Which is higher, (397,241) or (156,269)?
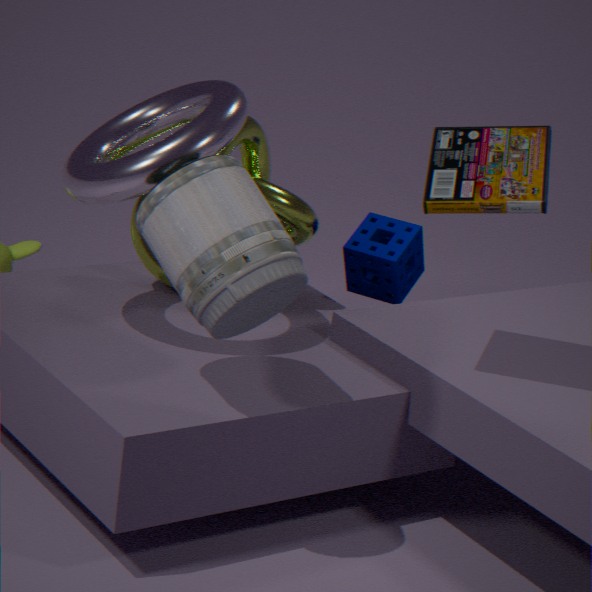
(156,269)
